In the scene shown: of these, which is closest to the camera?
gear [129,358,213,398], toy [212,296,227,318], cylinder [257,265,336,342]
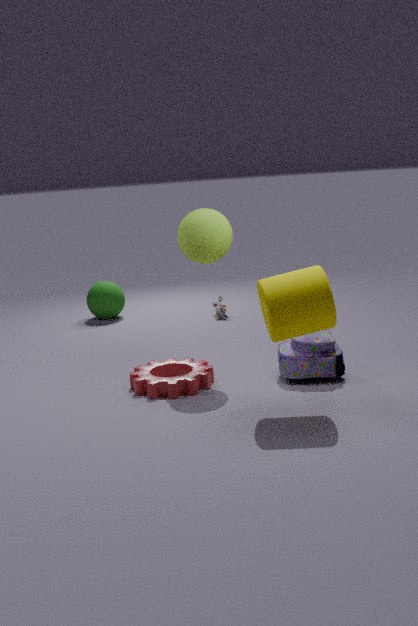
cylinder [257,265,336,342]
